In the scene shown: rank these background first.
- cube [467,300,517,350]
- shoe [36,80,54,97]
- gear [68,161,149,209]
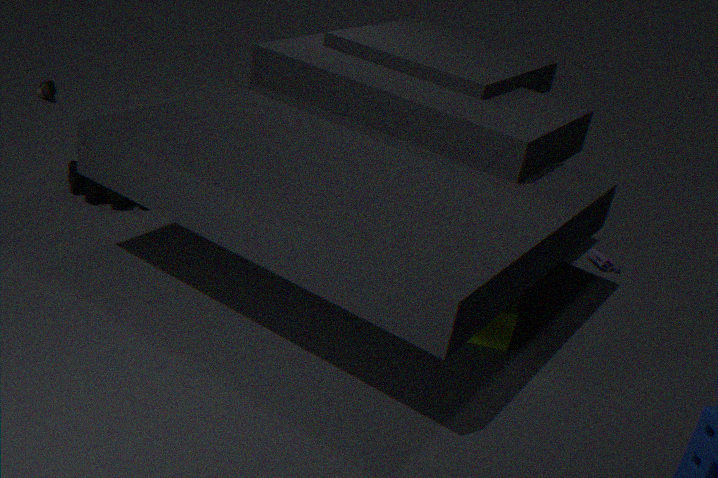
1. shoe [36,80,54,97]
2. gear [68,161,149,209]
3. cube [467,300,517,350]
